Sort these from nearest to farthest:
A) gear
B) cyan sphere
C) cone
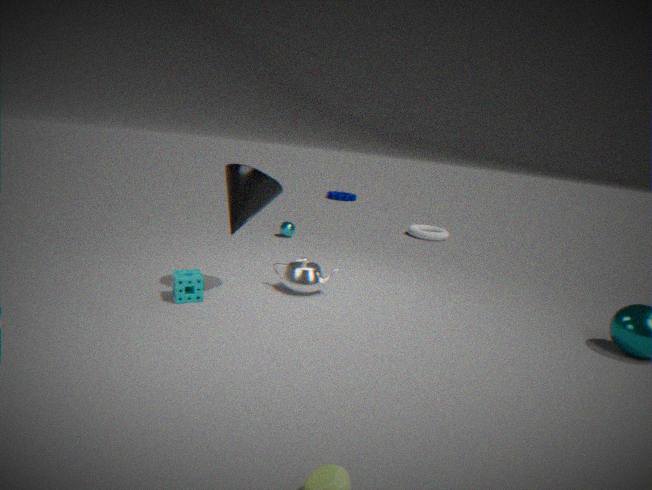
1. cone
2. cyan sphere
3. gear
